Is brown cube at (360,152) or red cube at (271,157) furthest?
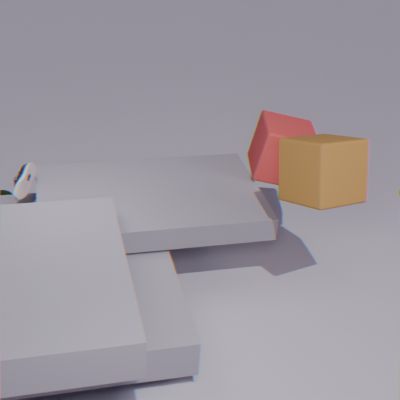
red cube at (271,157)
